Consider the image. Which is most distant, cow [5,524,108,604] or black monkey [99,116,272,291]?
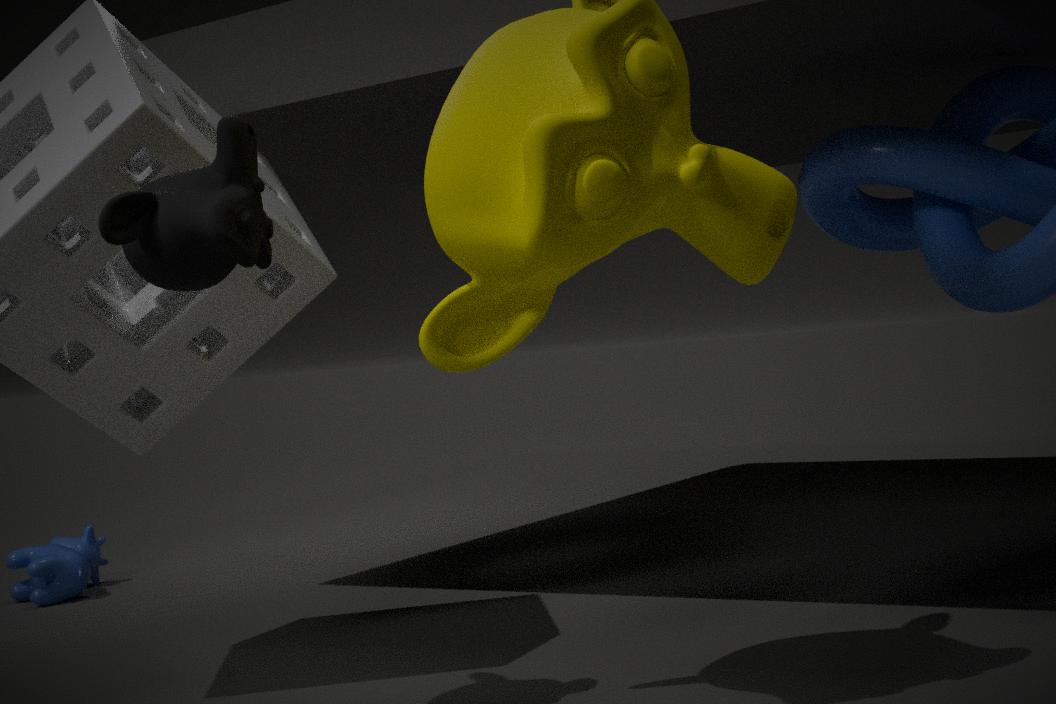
cow [5,524,108,604]
